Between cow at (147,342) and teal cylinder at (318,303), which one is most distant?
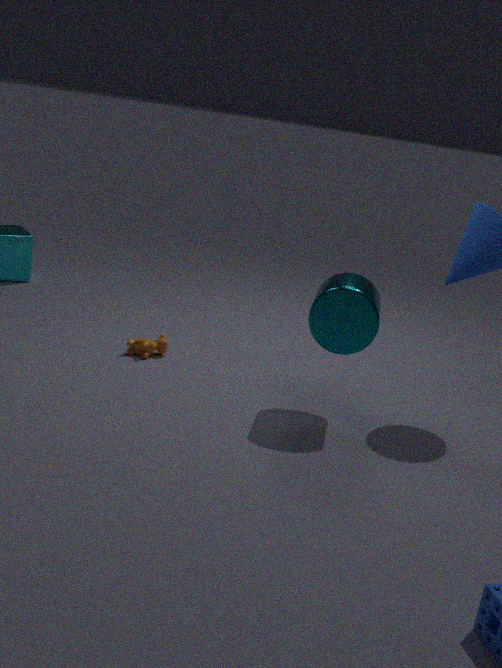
cow at (147,342)
